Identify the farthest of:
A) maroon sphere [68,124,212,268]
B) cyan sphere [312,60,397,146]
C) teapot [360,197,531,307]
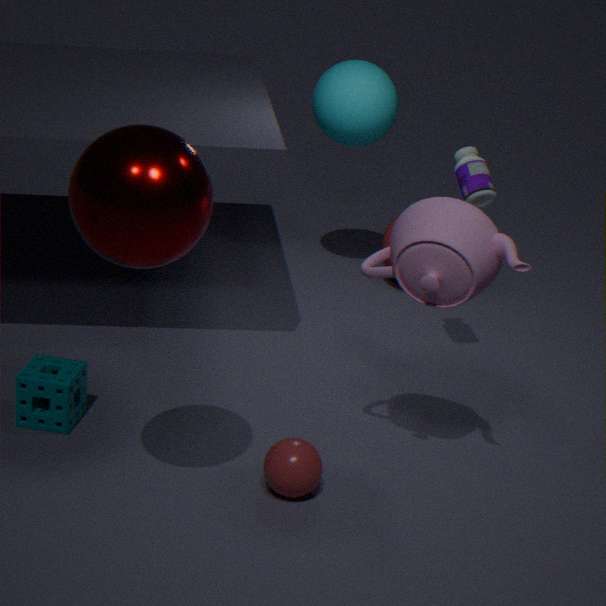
cyan sphere [312,60,397,146]
